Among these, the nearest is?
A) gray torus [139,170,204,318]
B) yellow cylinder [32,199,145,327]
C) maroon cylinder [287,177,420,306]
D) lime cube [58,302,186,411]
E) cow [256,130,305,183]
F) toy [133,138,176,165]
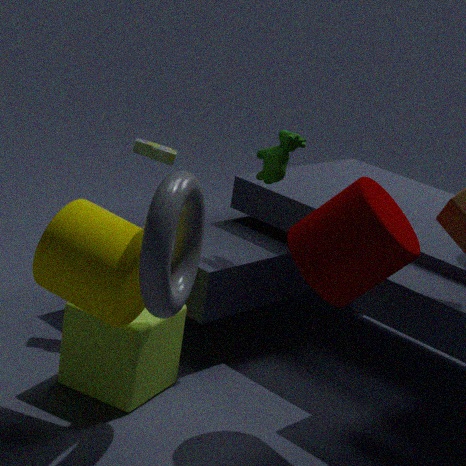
gray torus [139,170,204,318]
